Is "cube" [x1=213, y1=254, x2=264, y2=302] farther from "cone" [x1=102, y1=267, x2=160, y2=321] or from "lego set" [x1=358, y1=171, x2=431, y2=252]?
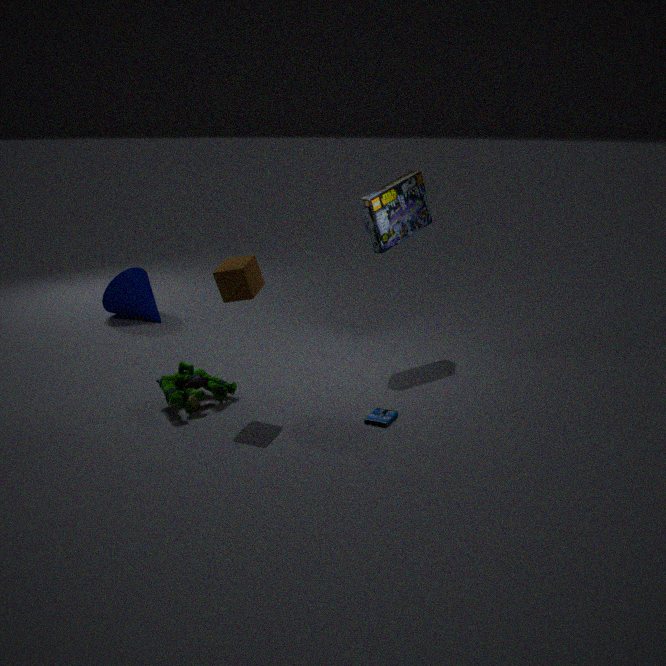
"cone" [x1=102, y1=267, x2=160, y2=321]
